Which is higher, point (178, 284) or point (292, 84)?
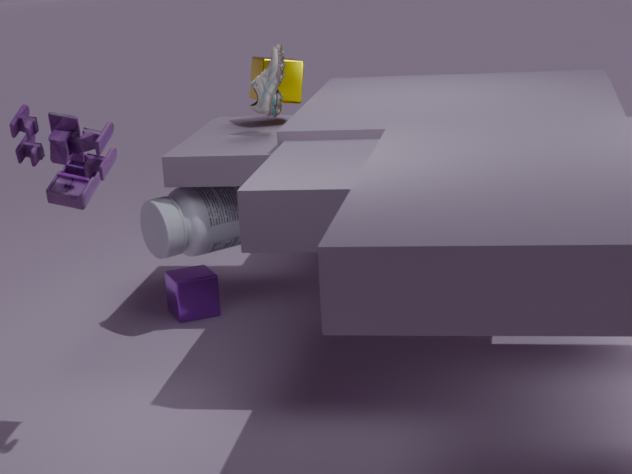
point (292, 84)
